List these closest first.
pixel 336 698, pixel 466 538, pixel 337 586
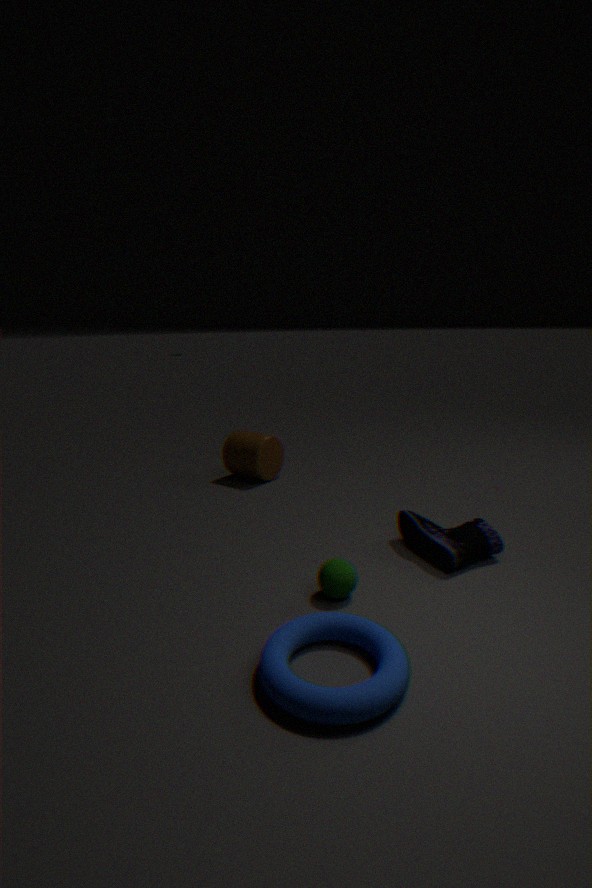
pixel 336 698 < pixel 337 586 < pixel 466 538
